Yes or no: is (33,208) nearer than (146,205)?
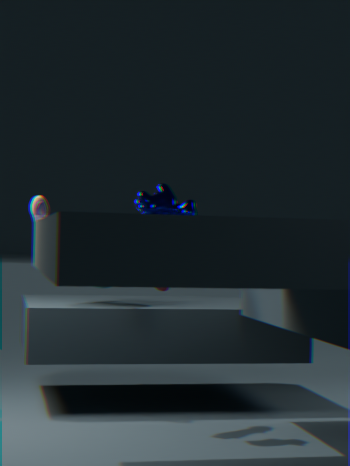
No
